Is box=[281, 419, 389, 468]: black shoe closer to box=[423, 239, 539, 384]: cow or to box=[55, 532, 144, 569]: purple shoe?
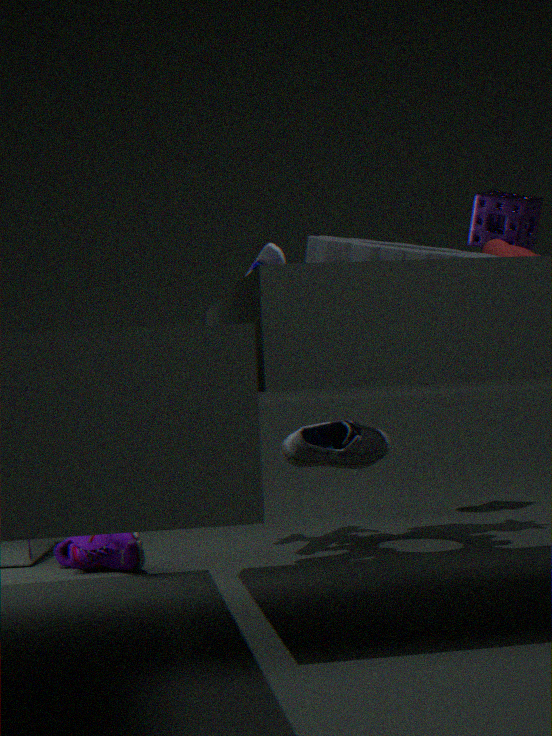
box=[423, 239, 539, 384]: cow
